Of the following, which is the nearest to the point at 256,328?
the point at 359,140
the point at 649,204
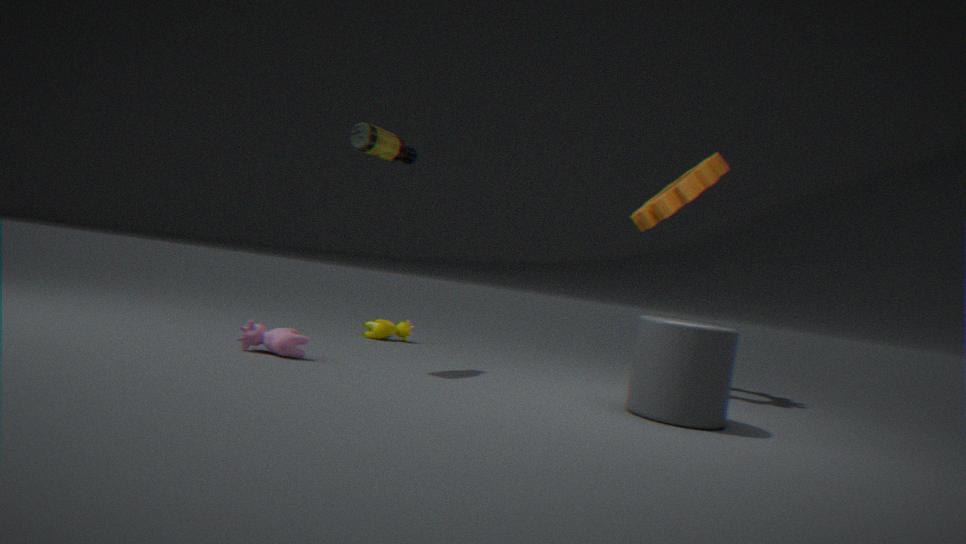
the point at 359,140
